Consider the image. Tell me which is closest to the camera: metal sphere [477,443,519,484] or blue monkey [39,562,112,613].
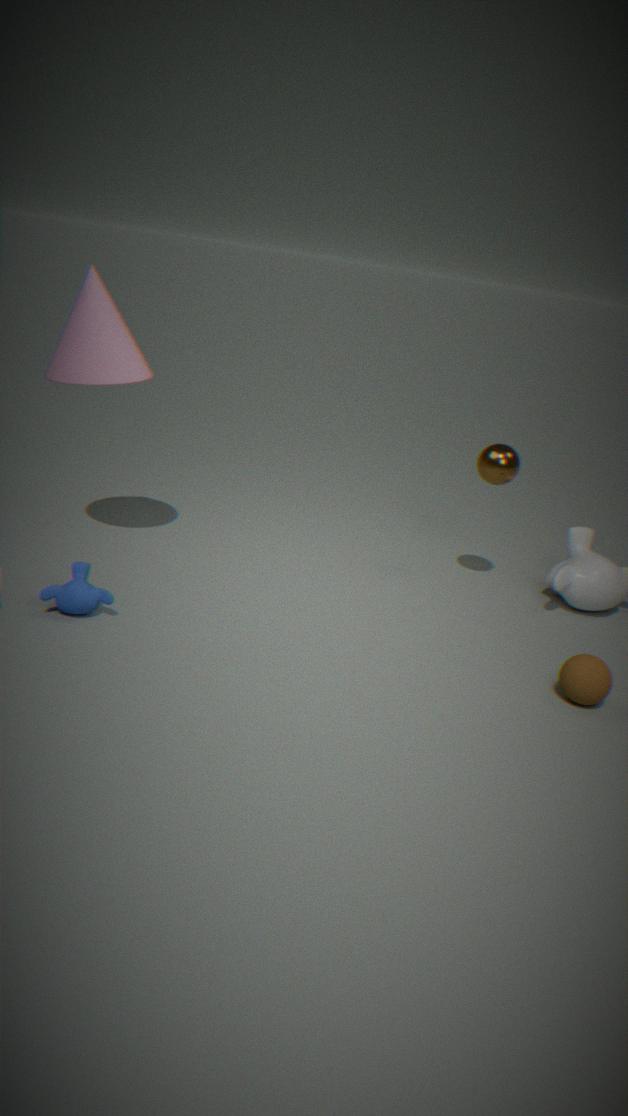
blue monkey [39,562,112,613]
